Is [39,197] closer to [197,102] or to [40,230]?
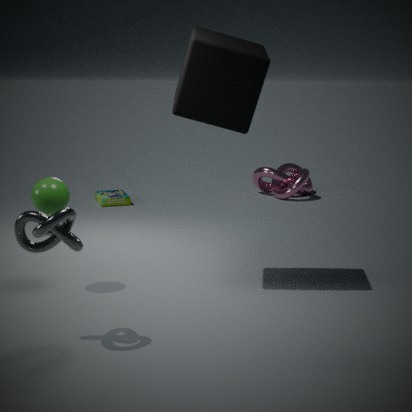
[40,230]
